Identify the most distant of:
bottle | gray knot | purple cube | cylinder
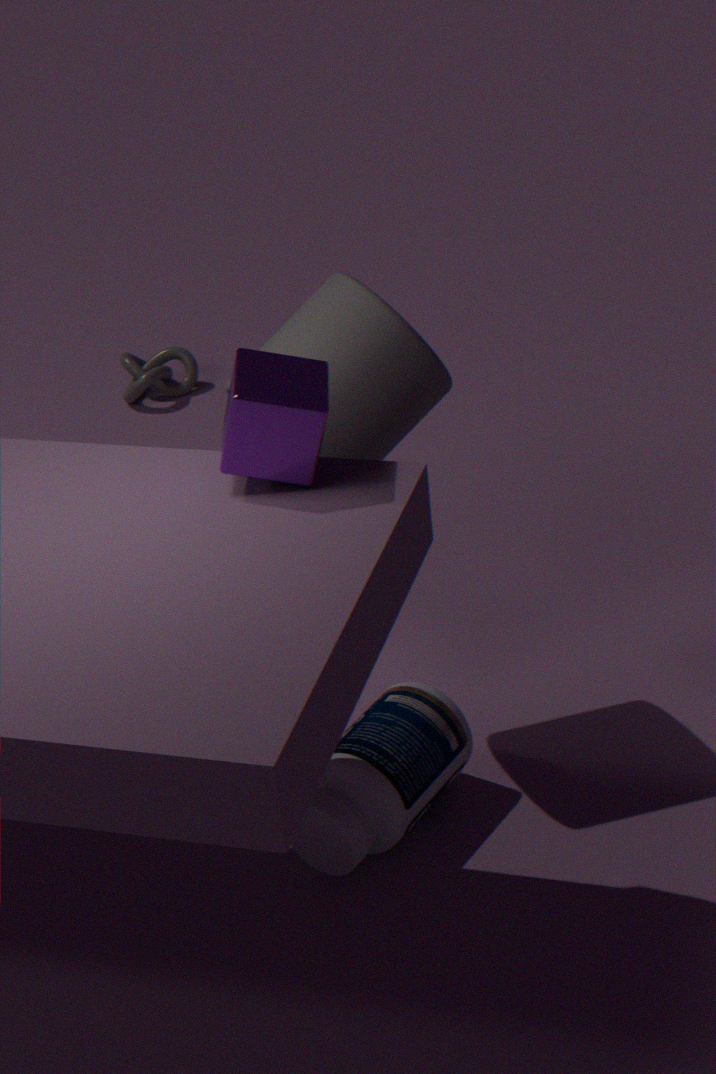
gray knot
